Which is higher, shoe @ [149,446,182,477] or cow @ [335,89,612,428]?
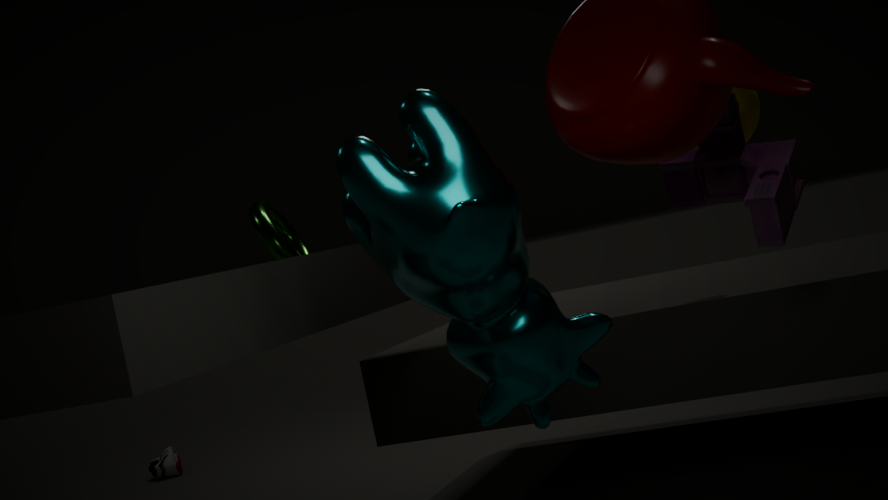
cow @ [335,89,612,428]
